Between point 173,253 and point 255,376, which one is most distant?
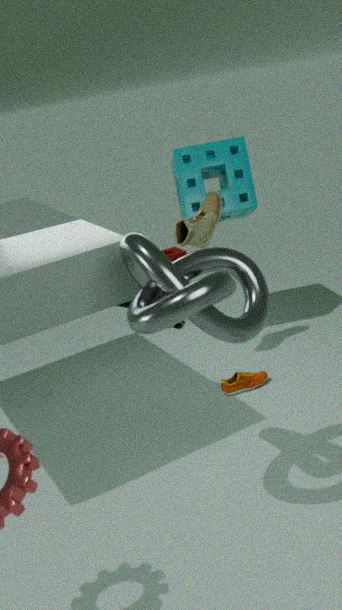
point 173,253
